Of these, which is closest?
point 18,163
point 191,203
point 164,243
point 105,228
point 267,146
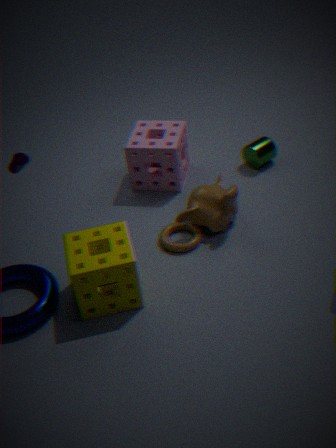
point 18,163
